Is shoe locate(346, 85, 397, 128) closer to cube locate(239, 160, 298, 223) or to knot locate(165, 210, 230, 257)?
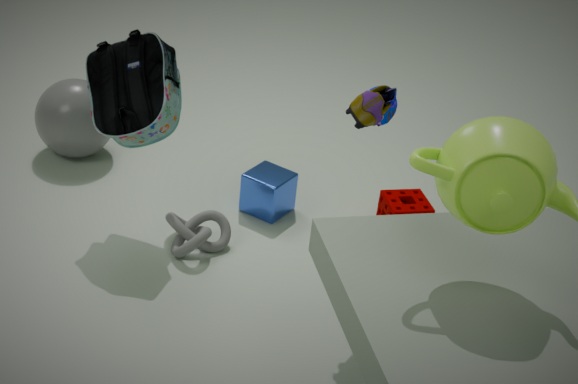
cube locate(239, 160, 298, 223)
